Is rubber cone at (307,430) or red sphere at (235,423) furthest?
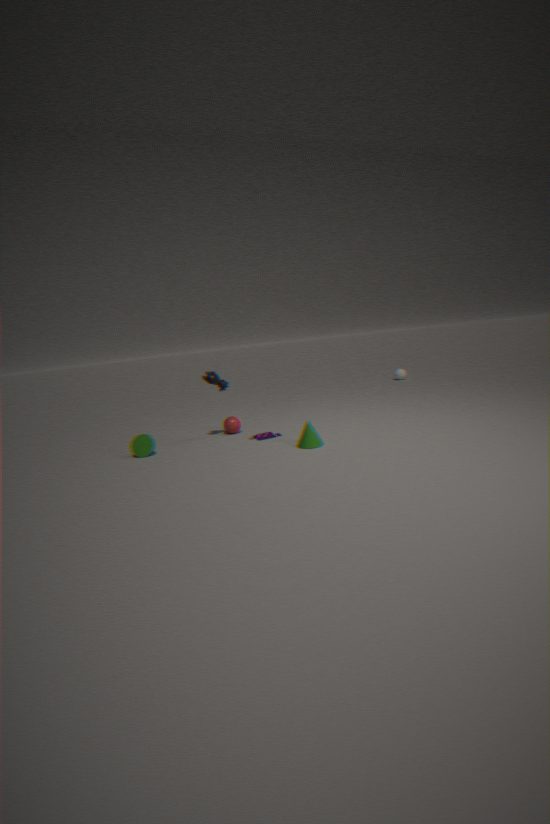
red sphere at (235,423)
